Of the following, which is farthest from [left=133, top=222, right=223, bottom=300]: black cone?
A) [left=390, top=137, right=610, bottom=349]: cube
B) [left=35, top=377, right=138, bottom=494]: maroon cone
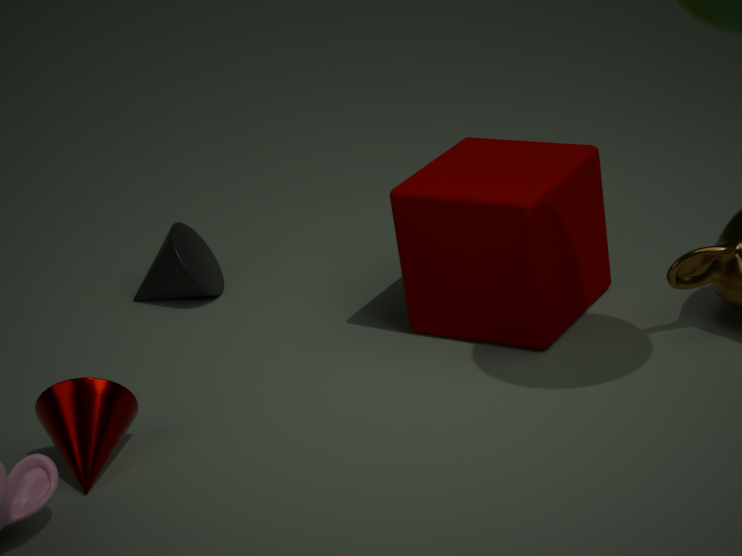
[left=35, top=377, right=138, bottom=494]: maroon cone
